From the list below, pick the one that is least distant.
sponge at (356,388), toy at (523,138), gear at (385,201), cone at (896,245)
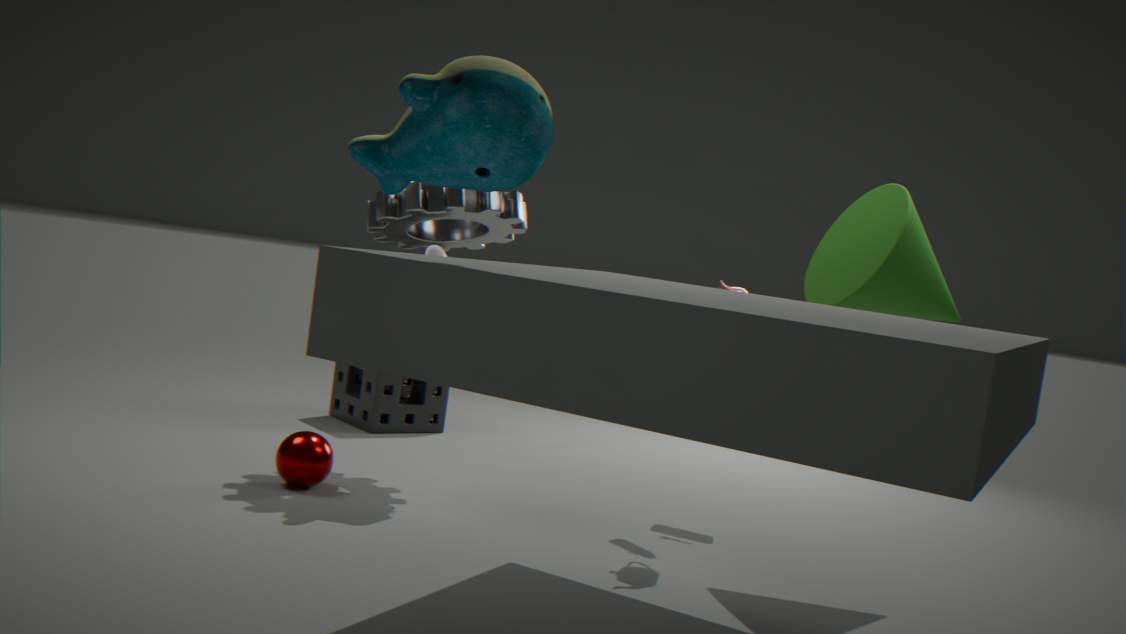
toy at (523,138)
